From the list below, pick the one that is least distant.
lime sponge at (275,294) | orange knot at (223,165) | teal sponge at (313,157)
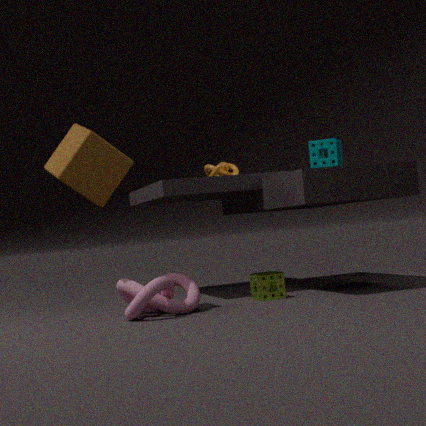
teal sponge at (313,157)
